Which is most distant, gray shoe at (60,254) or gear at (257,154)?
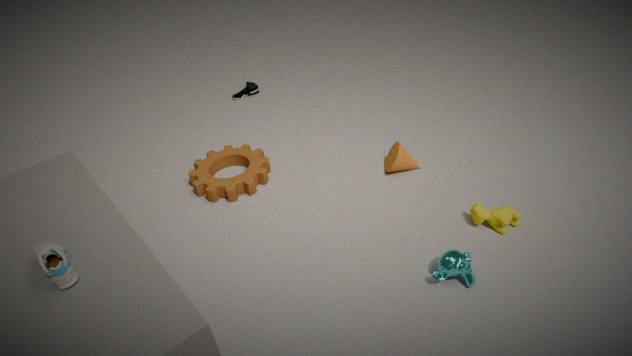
gear at (257,154)
